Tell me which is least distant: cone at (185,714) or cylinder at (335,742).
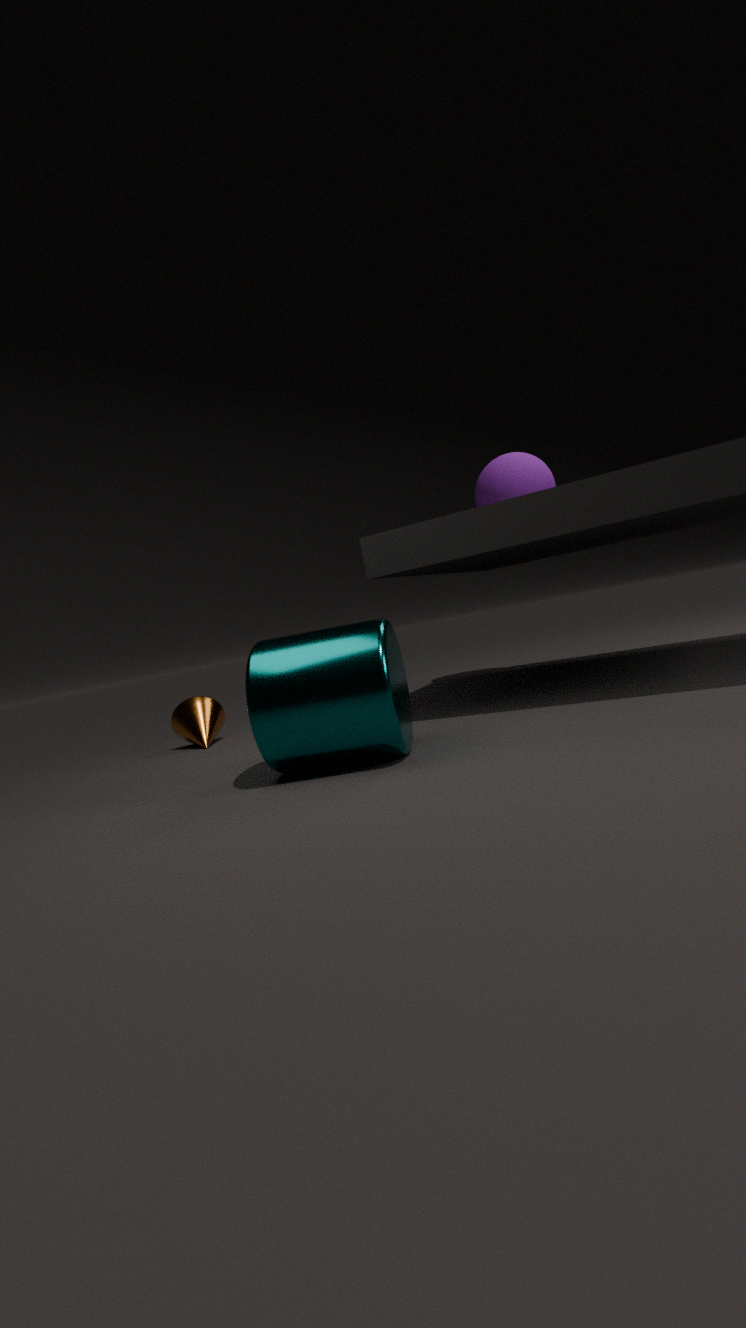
cylinder at (335,742)
